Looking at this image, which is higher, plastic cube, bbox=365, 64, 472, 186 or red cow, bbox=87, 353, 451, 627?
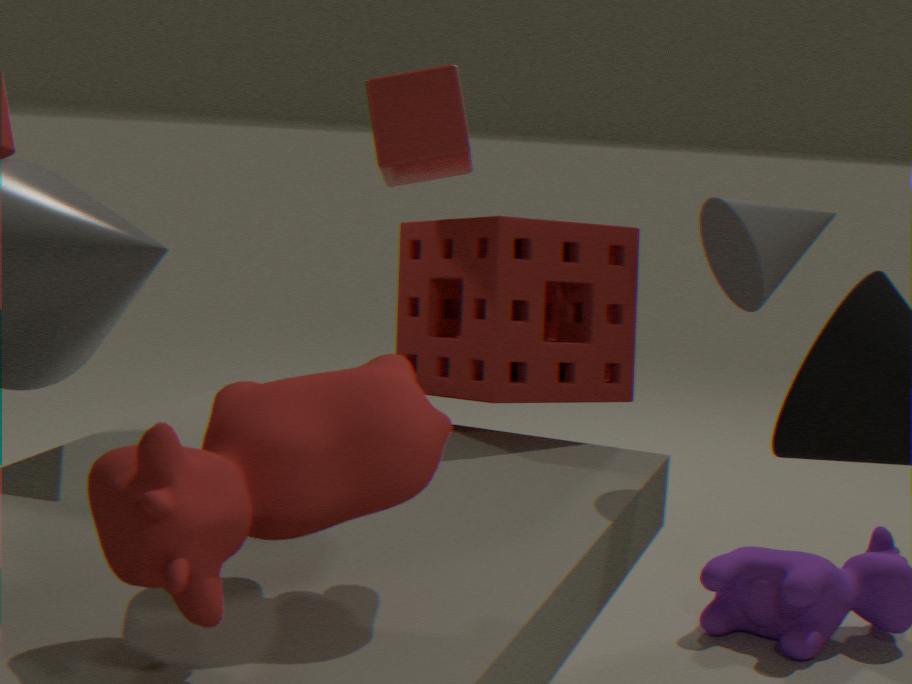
plastic cube, bbox=365, 64, 472, 186
